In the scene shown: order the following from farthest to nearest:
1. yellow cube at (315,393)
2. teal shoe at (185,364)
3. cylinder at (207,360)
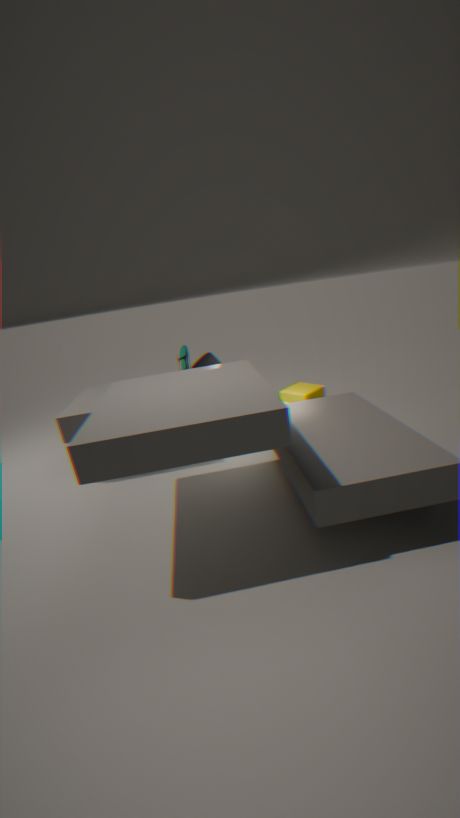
yellow cube at (315,393) < teal shoe at (185,364) < cylinder at (207,360)
